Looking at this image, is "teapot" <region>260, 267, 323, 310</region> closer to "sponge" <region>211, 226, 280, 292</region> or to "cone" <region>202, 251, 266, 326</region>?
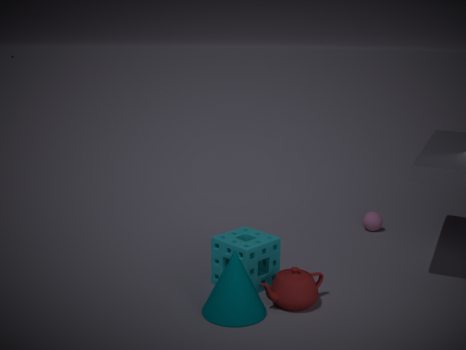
"cone" <region>202, 251, 266, 326</region>
